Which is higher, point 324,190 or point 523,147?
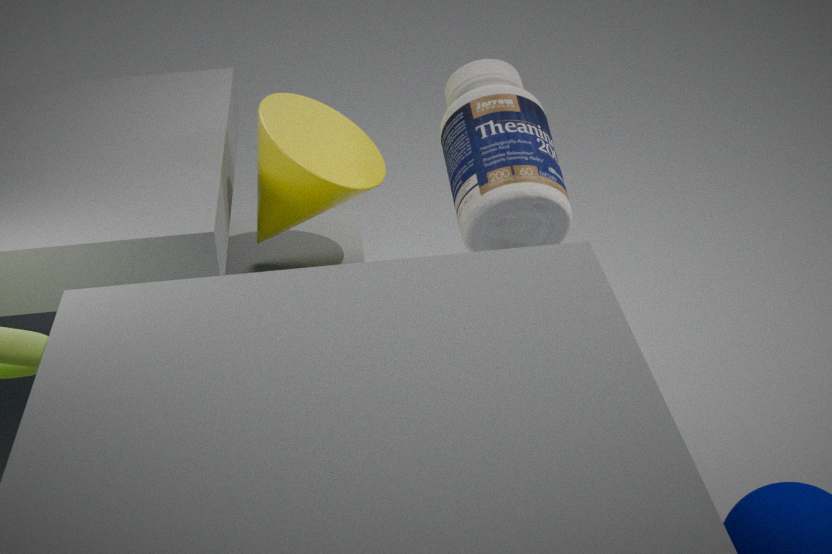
point 523,147
